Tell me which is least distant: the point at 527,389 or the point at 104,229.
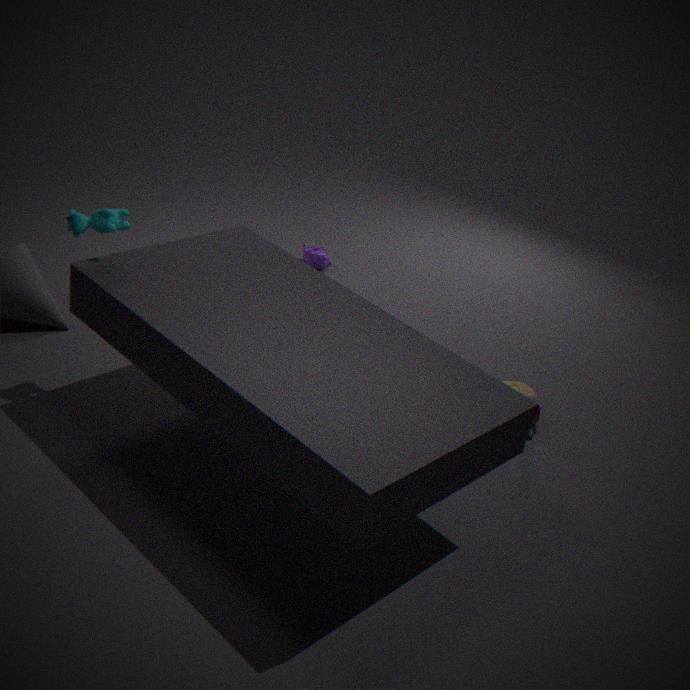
the point at 104,229
